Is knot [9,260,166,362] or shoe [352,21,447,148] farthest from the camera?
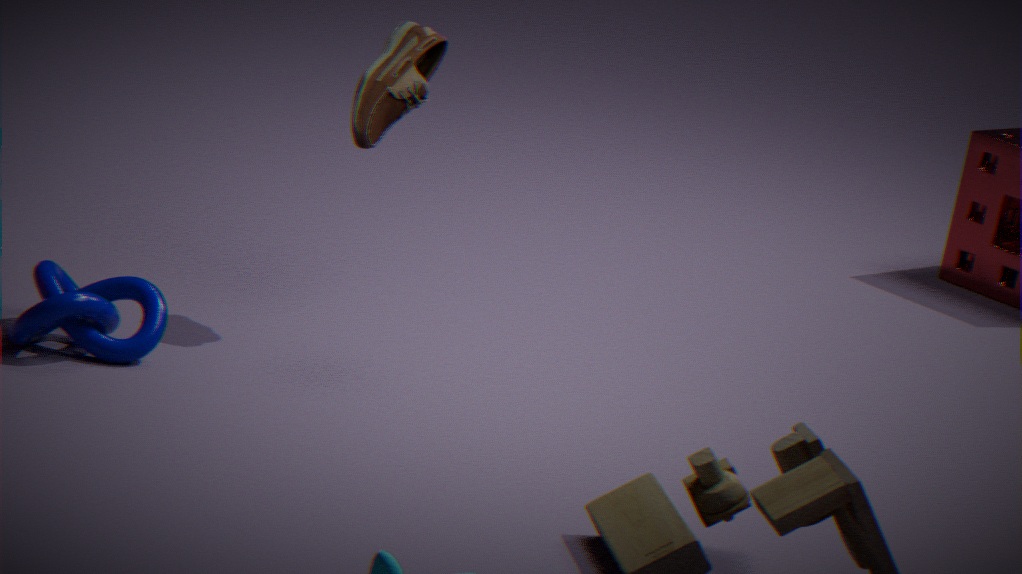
shoe [352,21,447,148]
